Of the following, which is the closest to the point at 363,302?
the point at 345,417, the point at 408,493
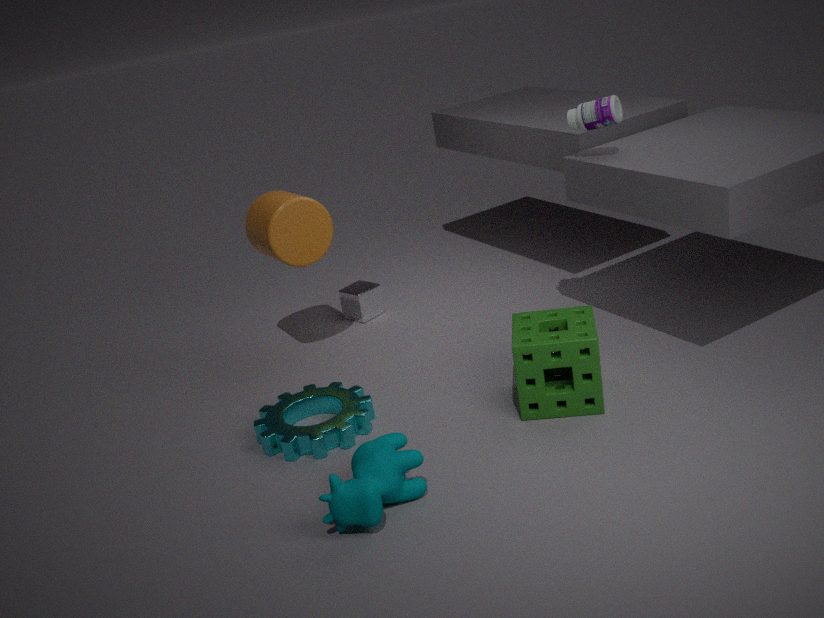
the point at 345,417
